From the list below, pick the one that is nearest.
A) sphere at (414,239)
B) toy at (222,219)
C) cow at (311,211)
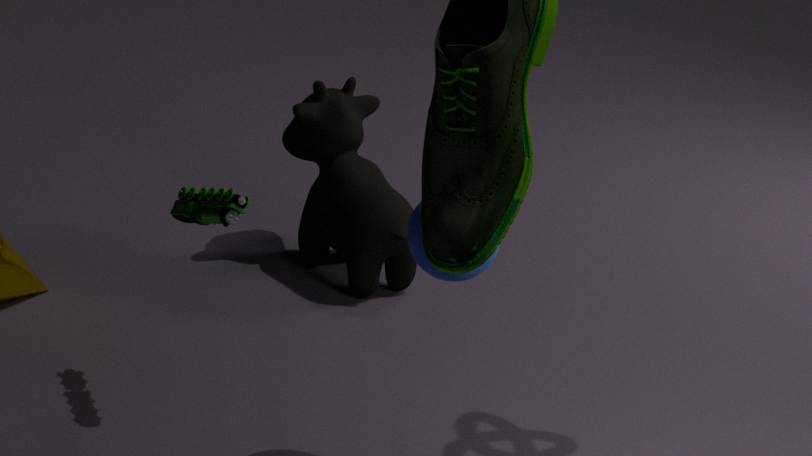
sphere at (414,239)
